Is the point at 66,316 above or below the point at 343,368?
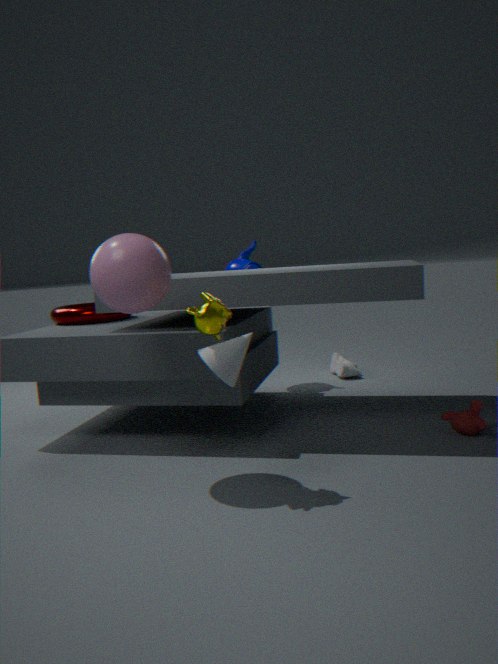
above
